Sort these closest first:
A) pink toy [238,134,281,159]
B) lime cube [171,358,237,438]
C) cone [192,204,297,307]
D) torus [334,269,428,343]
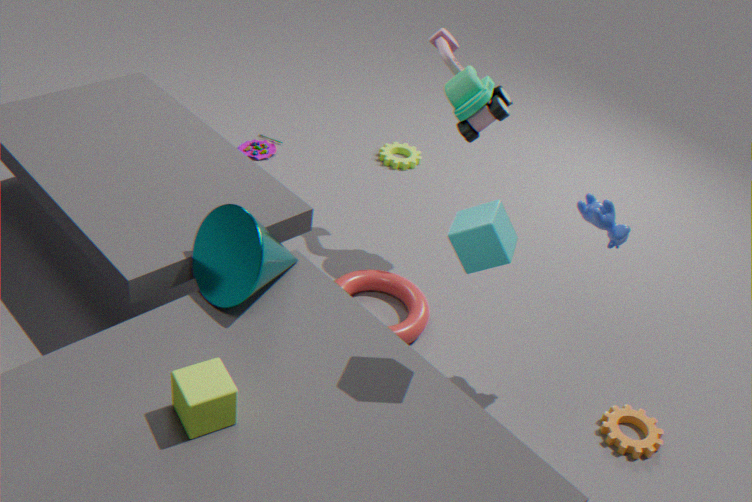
lime cube [171,358,237,438], cone [192,204,297,307], torus [334,269,428,343], pink toy [238,134,281,159]
